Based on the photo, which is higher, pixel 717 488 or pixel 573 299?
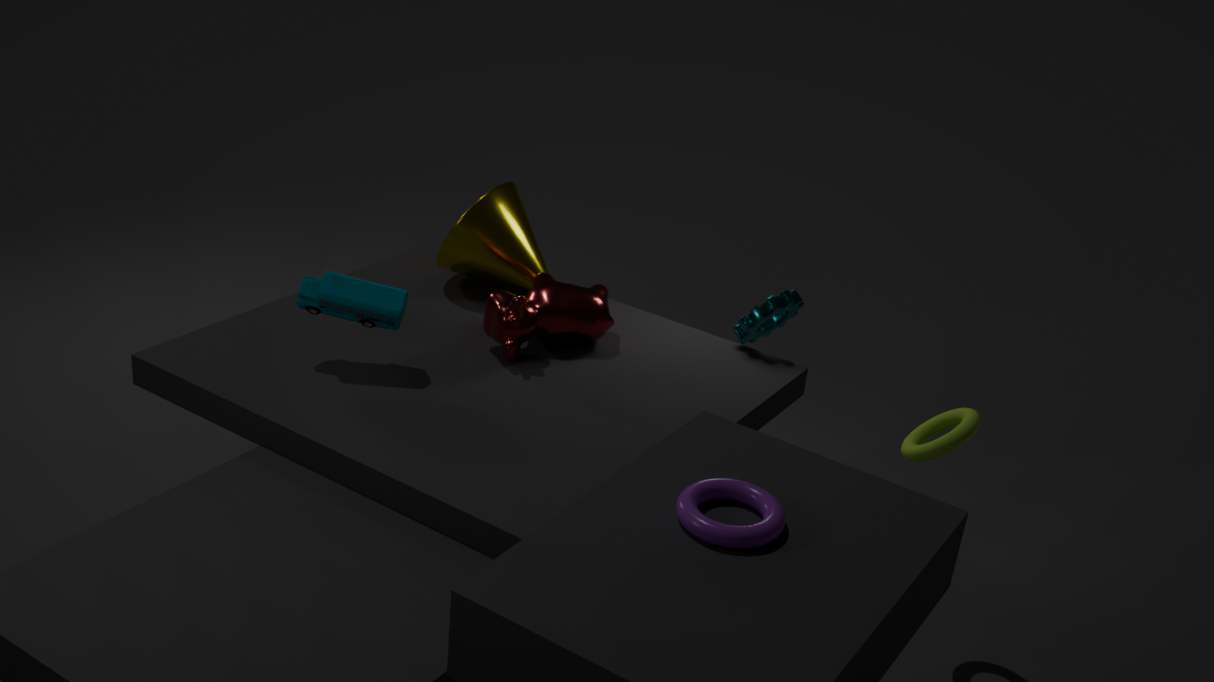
pixel 717 488
